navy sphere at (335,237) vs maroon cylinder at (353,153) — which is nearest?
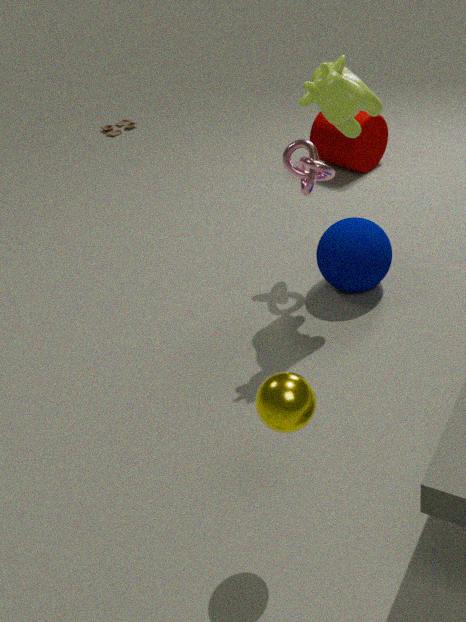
navy sphere at (335,237)
